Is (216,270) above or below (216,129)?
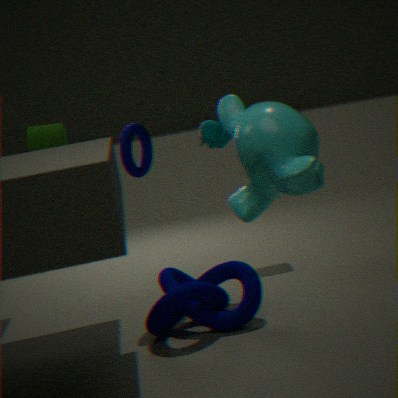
below
